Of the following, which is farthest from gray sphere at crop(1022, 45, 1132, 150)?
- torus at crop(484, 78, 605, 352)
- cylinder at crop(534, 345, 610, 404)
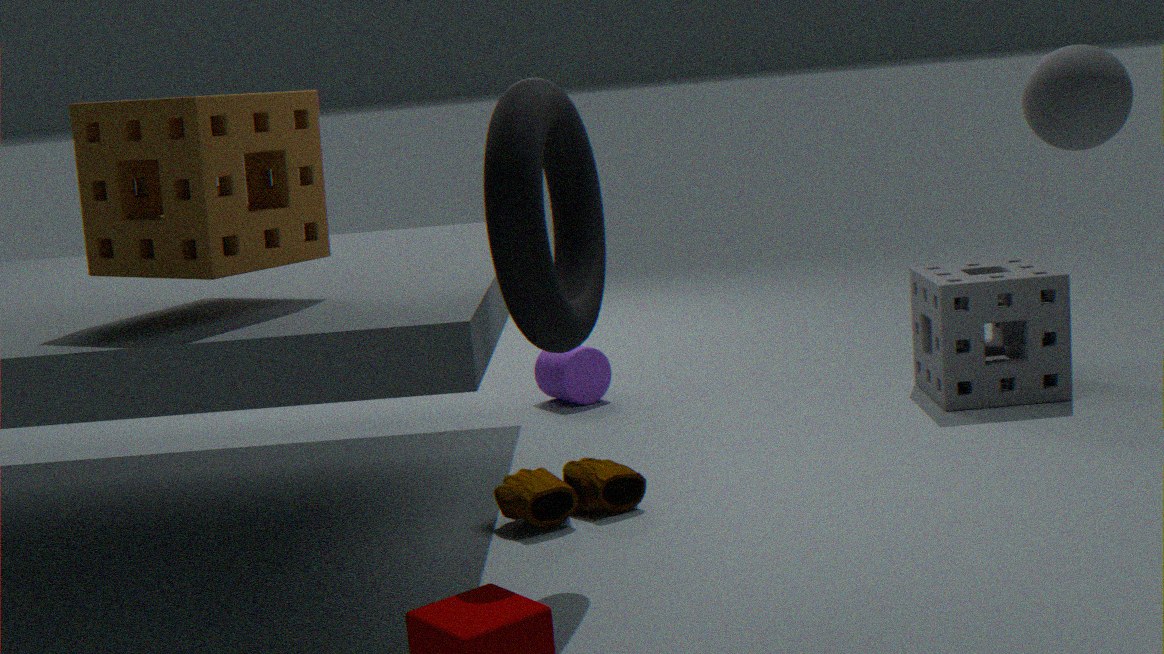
cylinder at crop(534, 345, 610, 404)
